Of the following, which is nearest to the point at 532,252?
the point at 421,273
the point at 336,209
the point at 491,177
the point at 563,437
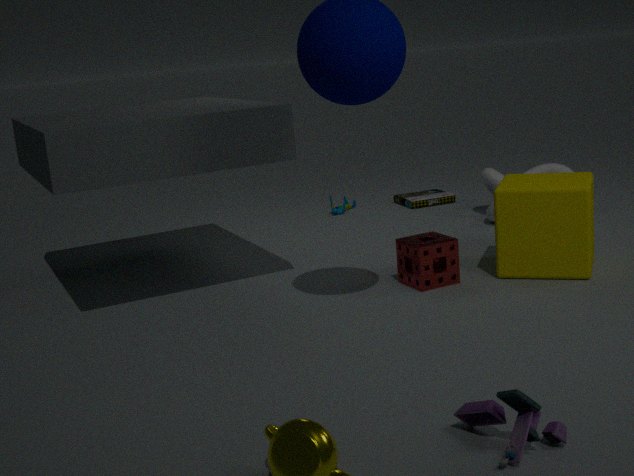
the point at 421,273
